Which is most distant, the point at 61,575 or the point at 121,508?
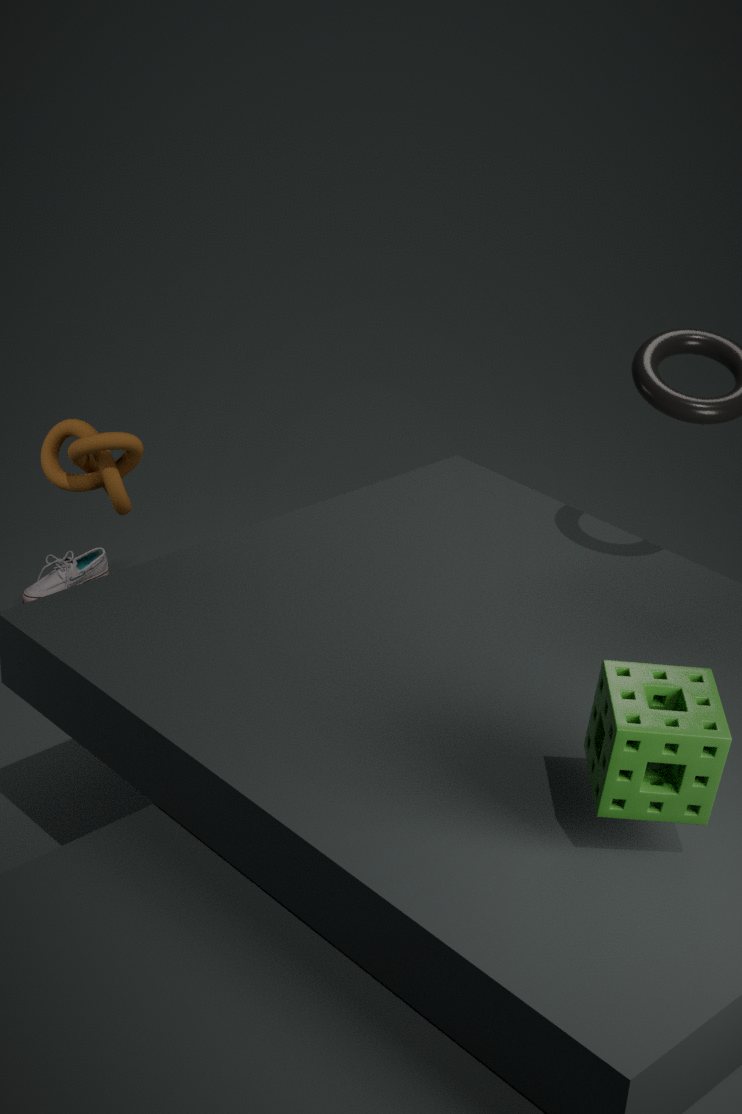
the point at 61,575
